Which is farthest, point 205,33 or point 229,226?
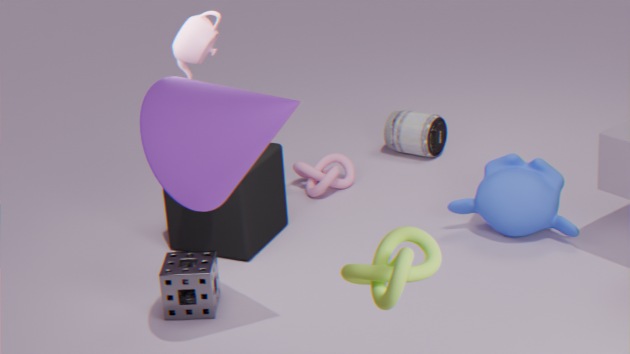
point 229,226
